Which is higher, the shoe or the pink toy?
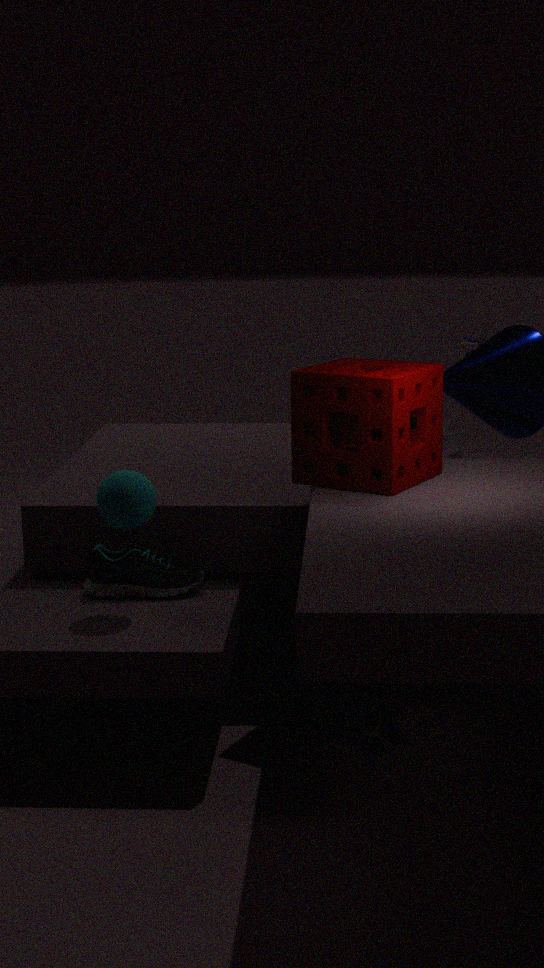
the pink toy
